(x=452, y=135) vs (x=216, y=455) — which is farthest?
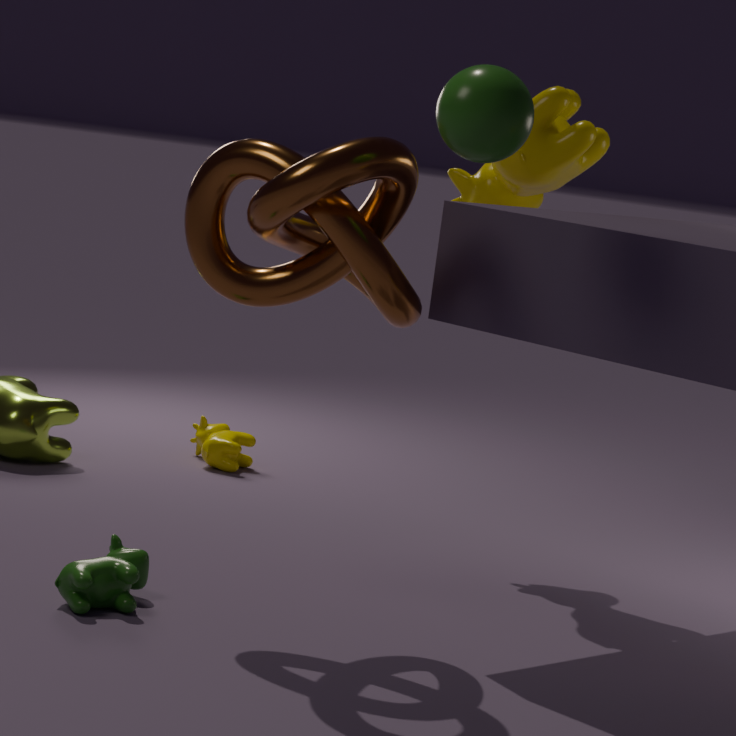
(x=216, y=455)
